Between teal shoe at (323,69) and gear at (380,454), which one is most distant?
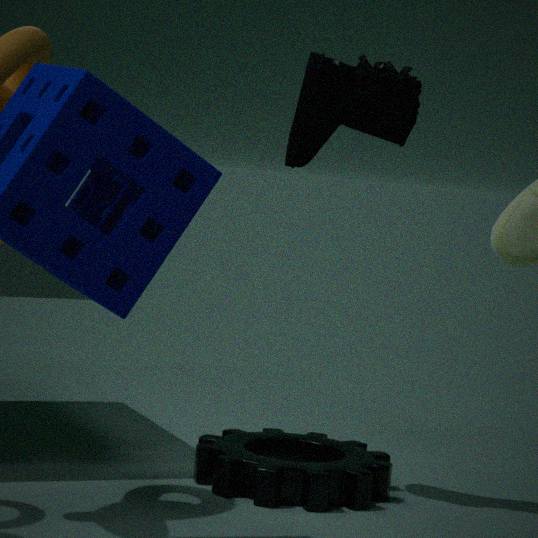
gear at (380,454)
